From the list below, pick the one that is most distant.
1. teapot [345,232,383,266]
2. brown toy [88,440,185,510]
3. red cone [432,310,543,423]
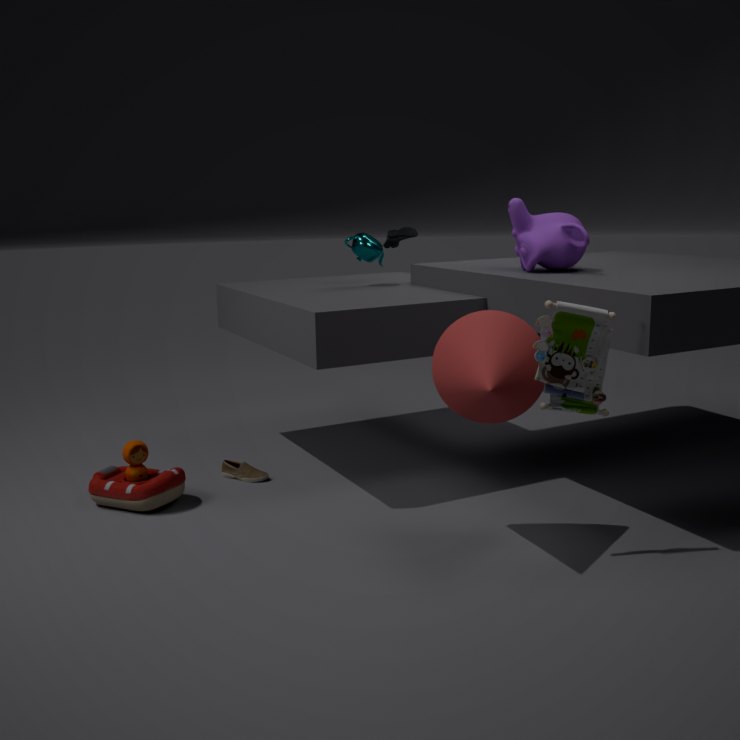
teapot [345,232,383,266]
